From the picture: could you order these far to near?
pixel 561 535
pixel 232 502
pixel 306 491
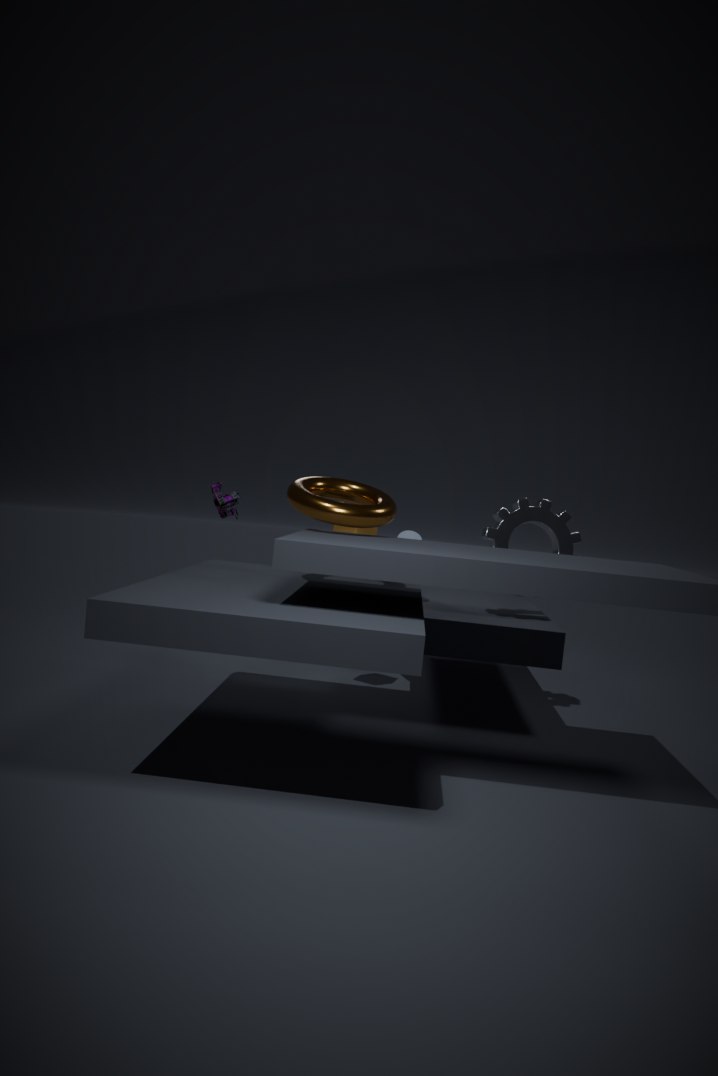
1. pixel 232 502
2. pixel 561 535
3. pixel 306 491
